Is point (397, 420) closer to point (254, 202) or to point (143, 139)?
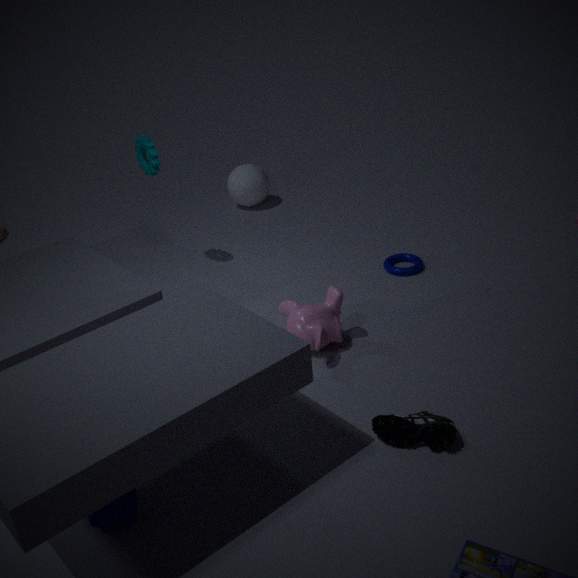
point (143, 139)
